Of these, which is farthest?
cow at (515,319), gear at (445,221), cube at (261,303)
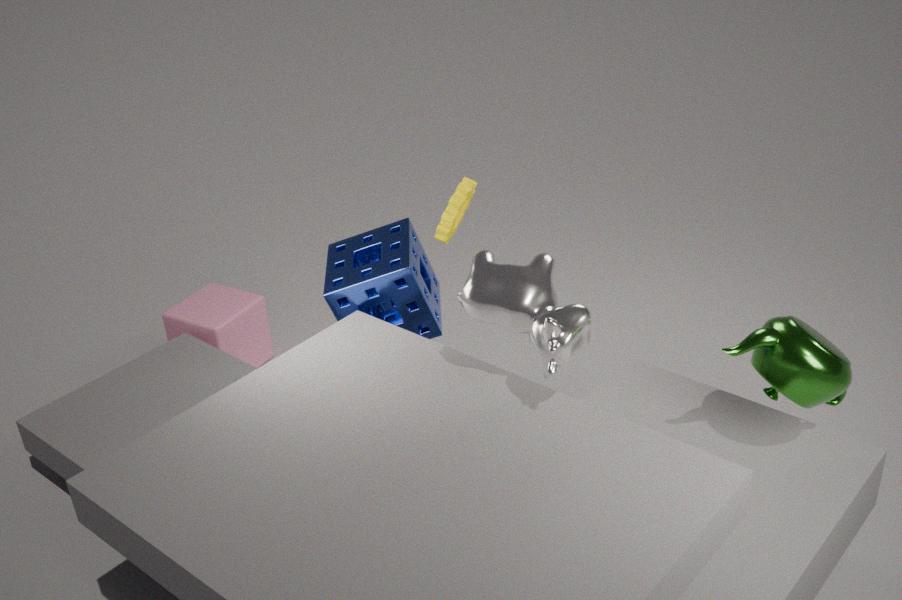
cube at (261,303)
